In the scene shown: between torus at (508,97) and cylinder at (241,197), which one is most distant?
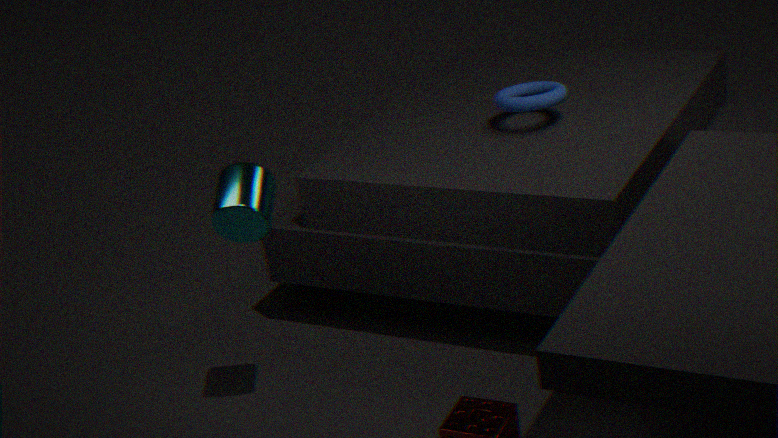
torus at (508,97)
